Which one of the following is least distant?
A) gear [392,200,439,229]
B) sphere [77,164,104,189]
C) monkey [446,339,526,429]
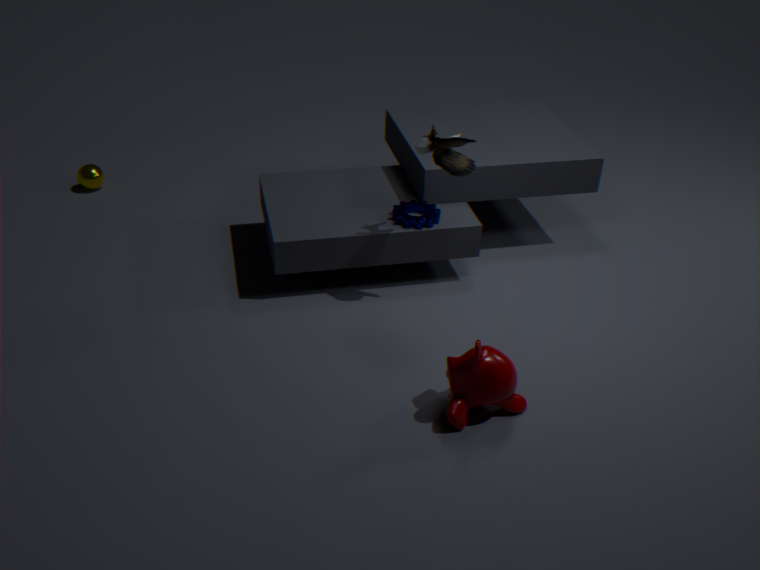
C
